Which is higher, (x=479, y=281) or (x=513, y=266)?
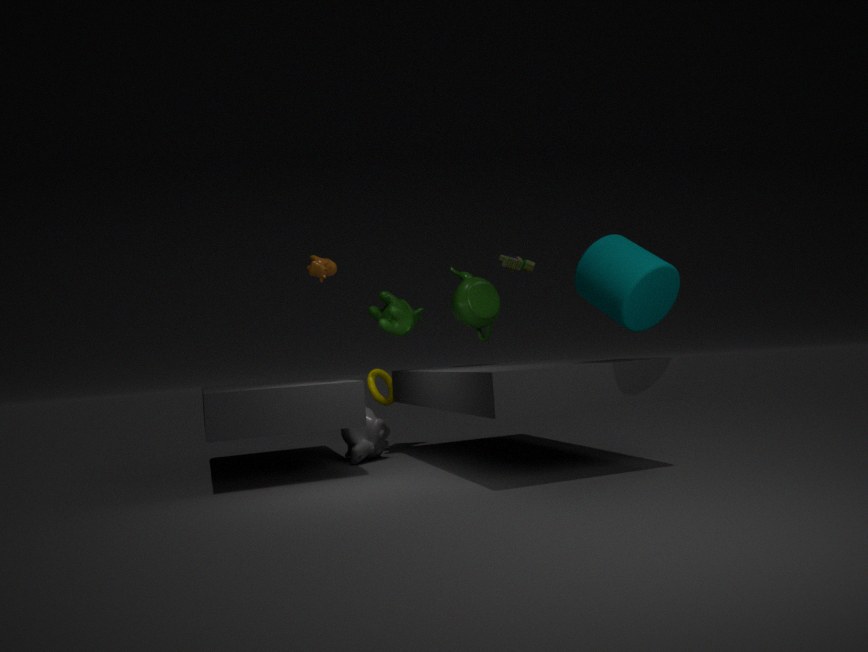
(x=513, y=266)
